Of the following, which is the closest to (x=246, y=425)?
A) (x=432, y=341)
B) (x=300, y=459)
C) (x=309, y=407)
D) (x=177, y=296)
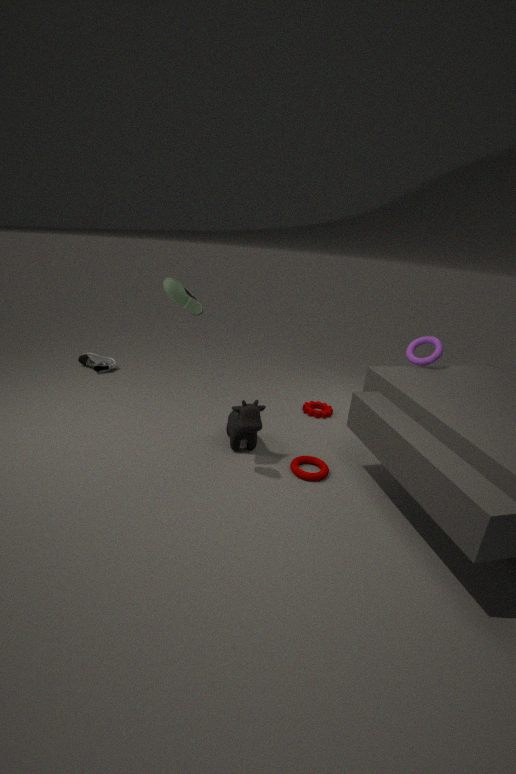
(x=300, y=459)
